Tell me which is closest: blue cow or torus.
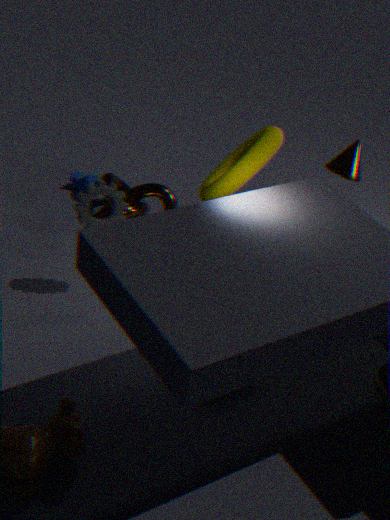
torus
